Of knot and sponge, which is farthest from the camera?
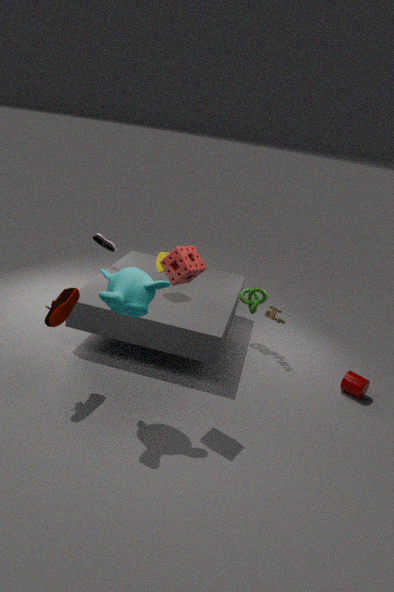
knot
